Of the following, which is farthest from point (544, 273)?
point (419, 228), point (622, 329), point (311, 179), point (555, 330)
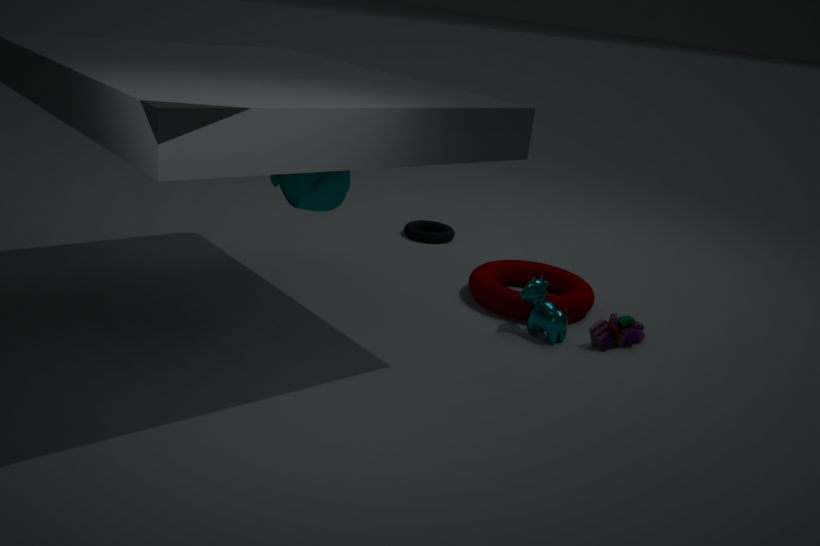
point (311, 179)
